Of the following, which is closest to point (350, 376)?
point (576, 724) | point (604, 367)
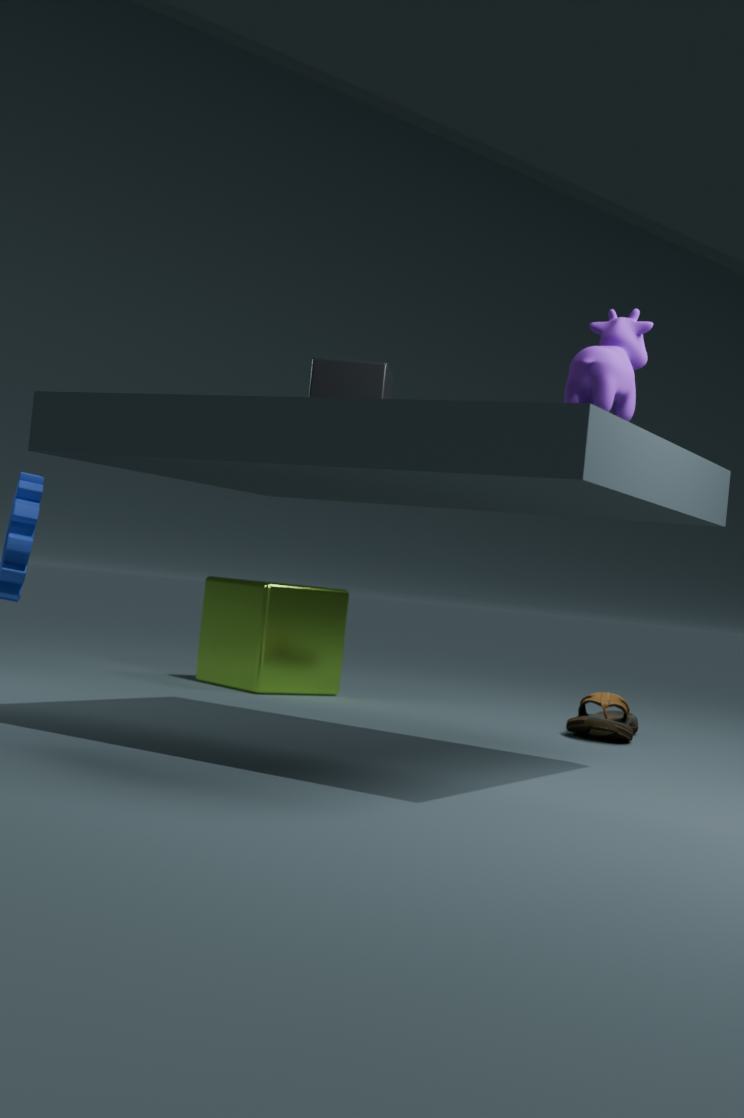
point (604, 367)
